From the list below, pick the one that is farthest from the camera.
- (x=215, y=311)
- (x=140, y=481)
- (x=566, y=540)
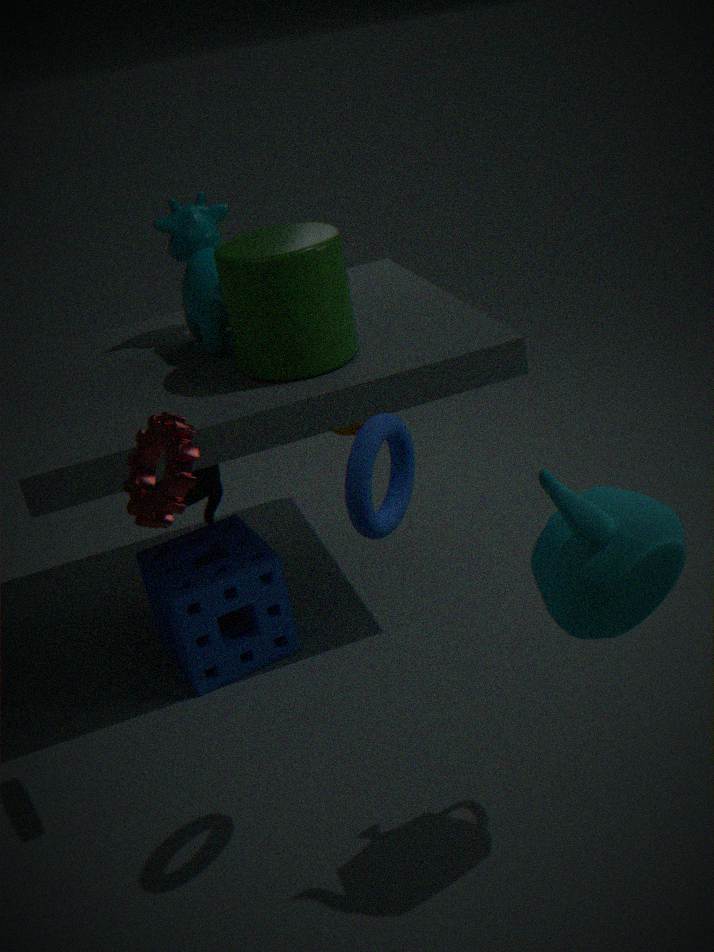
(x=215, y=311)
